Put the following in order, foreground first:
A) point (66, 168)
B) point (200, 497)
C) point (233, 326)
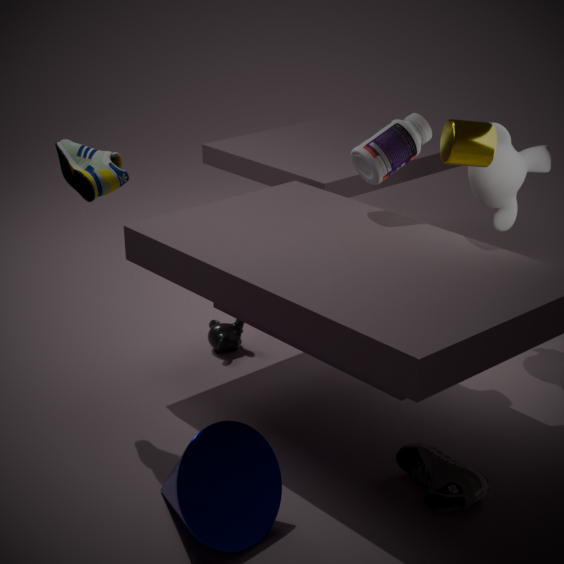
B. point (200, 497), A. point (66, 168), C. point (233, 326)
